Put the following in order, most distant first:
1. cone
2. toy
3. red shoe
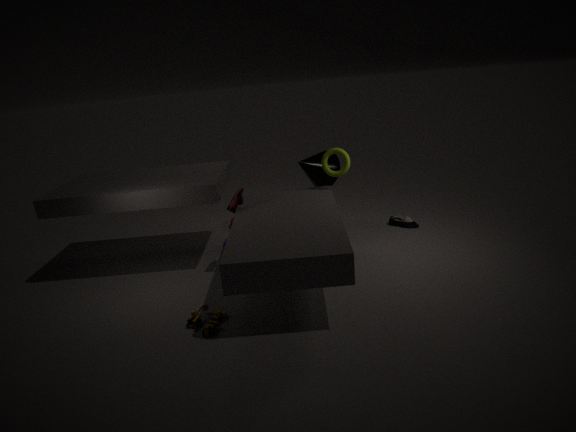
cone
red shoe
toy
